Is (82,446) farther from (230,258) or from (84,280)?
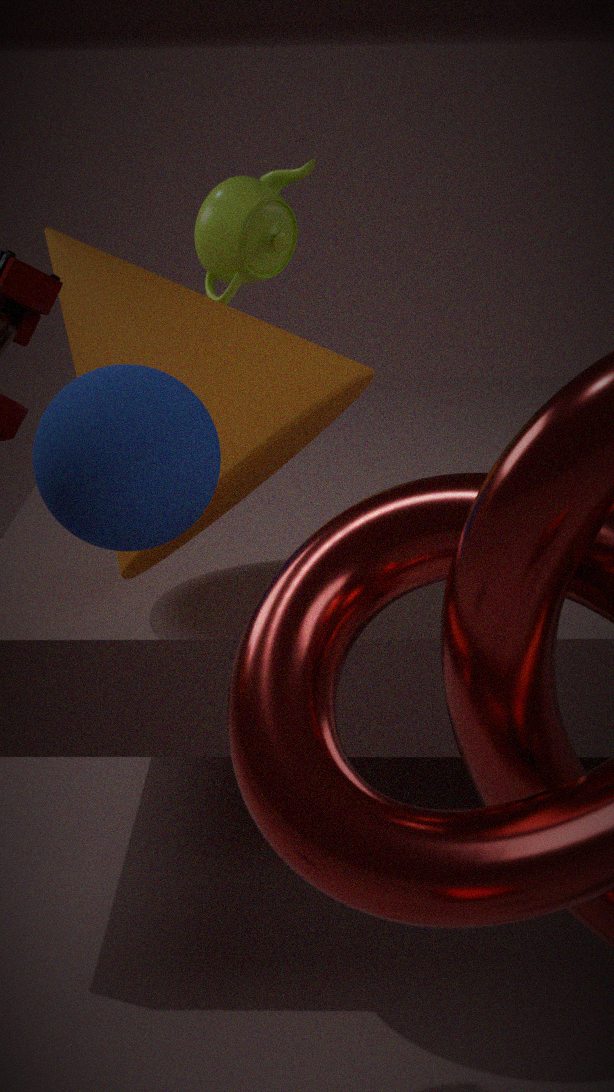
(230,258)
